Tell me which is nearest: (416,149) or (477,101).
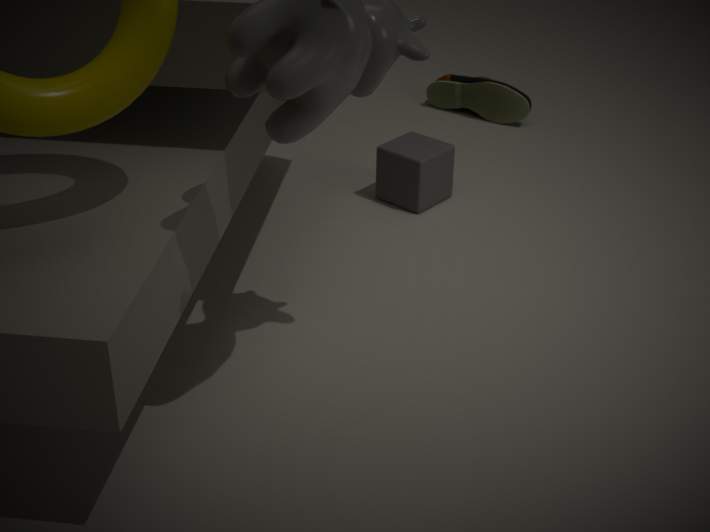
(416,149)
